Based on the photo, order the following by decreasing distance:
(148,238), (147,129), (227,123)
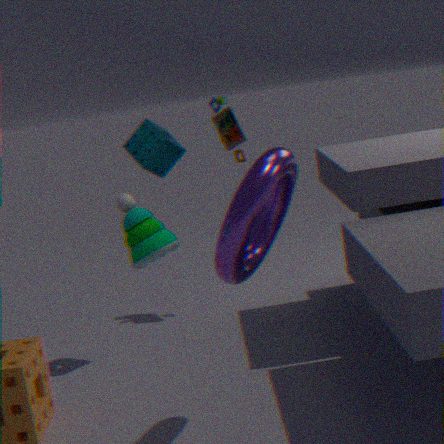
(227,123) → (147,129) → (148,238)
